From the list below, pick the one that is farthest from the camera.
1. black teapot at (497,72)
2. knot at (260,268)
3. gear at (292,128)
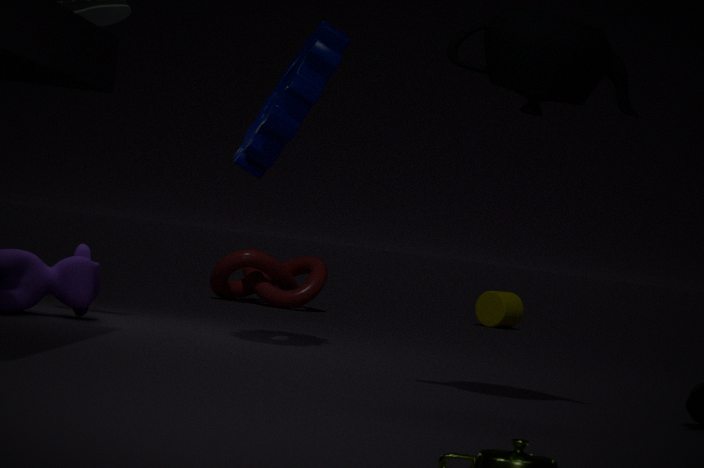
knot at (260,268)
